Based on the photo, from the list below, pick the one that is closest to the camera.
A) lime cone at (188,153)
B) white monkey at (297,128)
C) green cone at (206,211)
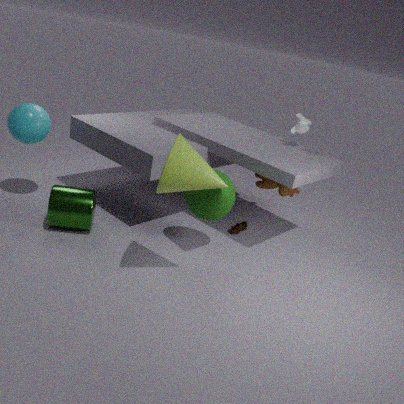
lime cone at (188,153)
